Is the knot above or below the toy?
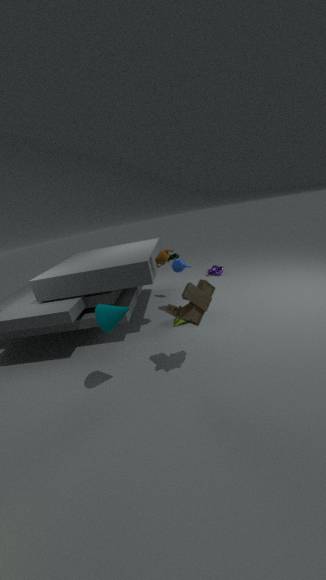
below
